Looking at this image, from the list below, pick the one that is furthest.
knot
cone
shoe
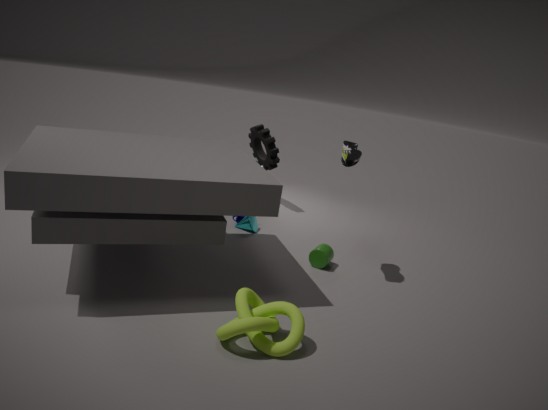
cone
